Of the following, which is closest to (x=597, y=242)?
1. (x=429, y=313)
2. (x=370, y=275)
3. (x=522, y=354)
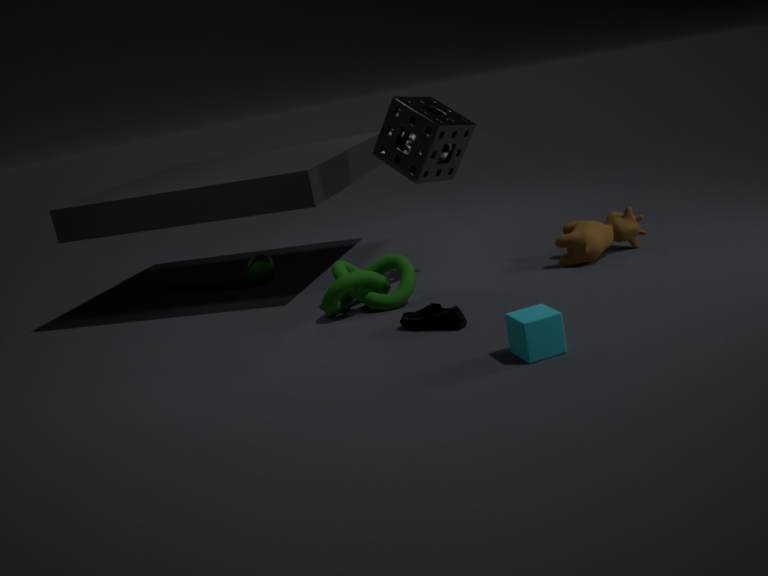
(x=429, y=313)
